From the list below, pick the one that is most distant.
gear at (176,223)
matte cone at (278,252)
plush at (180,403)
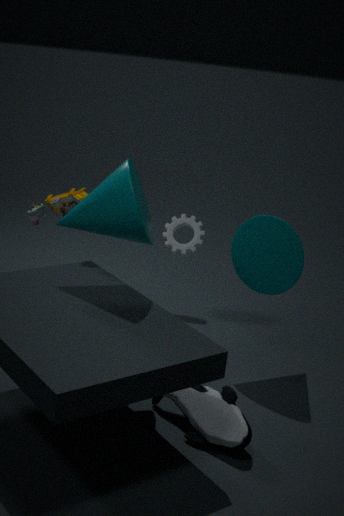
gear at (176,223)
